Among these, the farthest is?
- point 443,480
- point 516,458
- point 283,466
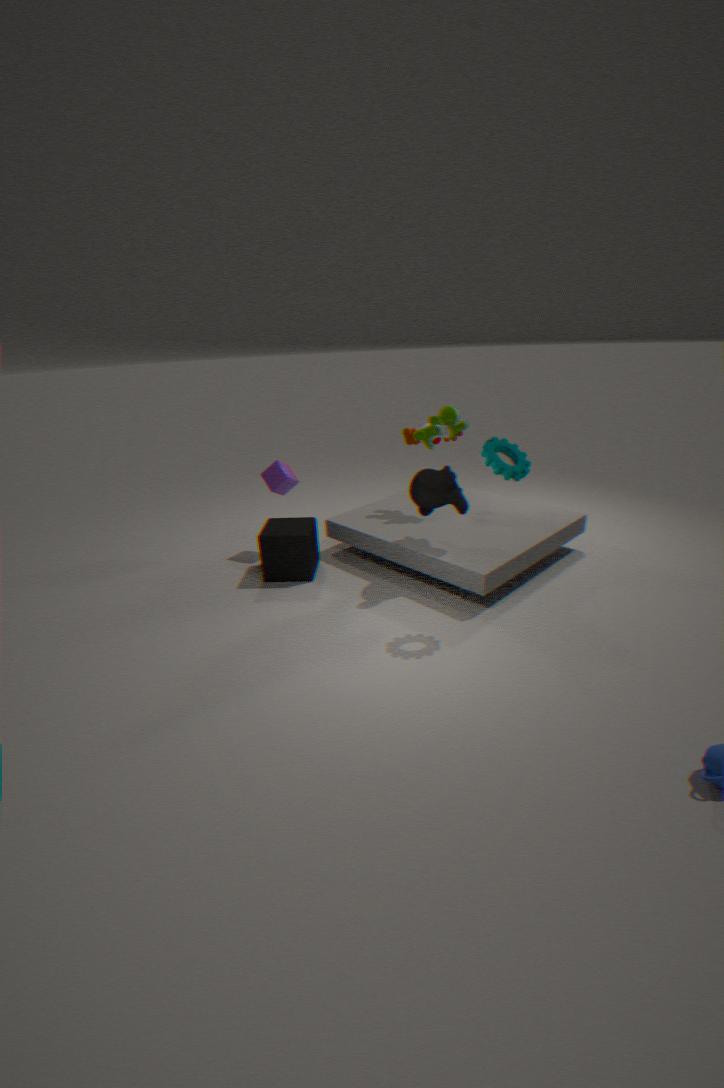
point 283,466
